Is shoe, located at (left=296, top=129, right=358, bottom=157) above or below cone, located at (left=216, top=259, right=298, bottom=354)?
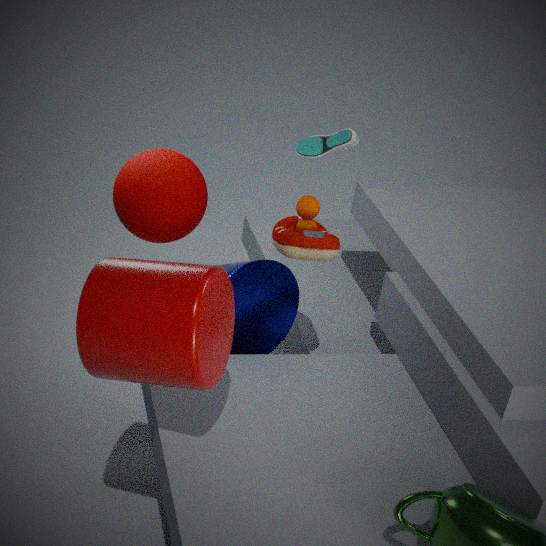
above
